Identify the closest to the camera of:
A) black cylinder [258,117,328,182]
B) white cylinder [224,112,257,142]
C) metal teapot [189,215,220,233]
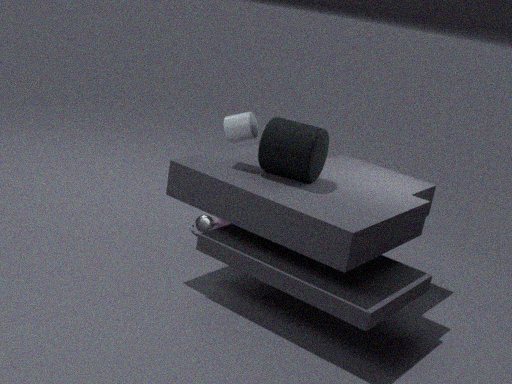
black cylinder [258,117,328,182]
